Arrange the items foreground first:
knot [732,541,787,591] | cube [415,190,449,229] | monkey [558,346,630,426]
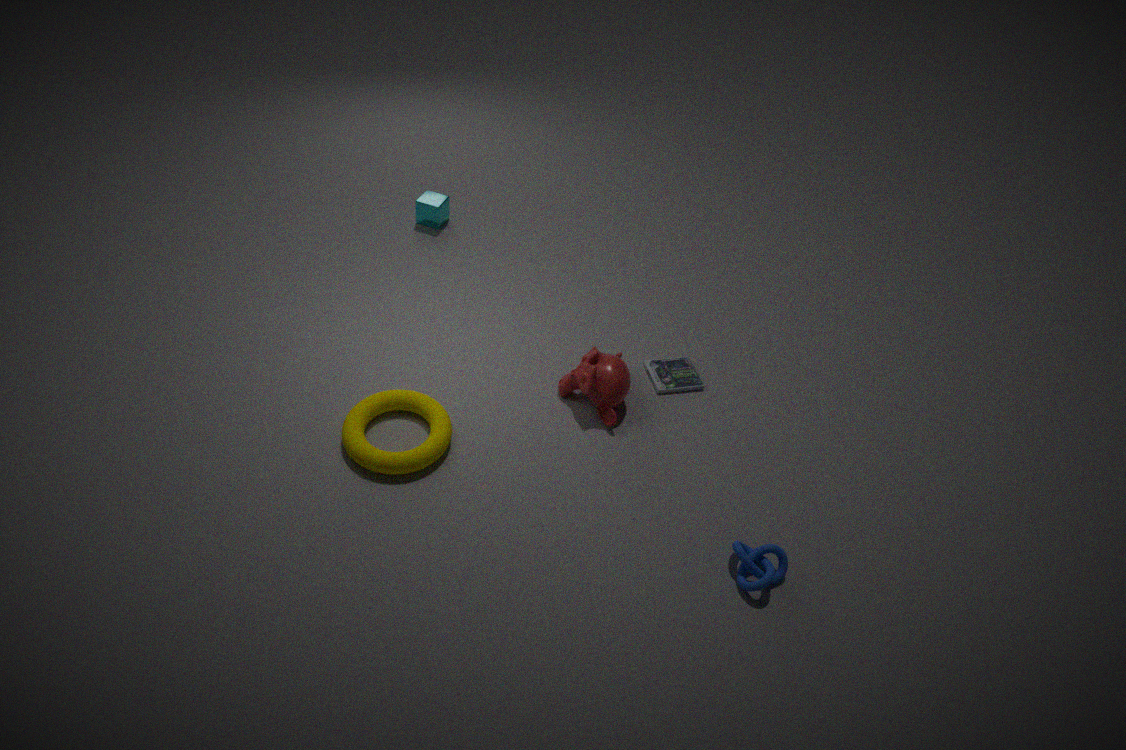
knot [732,541,787,591] → monkey [558,346,630,426] → cube [415,190,449,229]
